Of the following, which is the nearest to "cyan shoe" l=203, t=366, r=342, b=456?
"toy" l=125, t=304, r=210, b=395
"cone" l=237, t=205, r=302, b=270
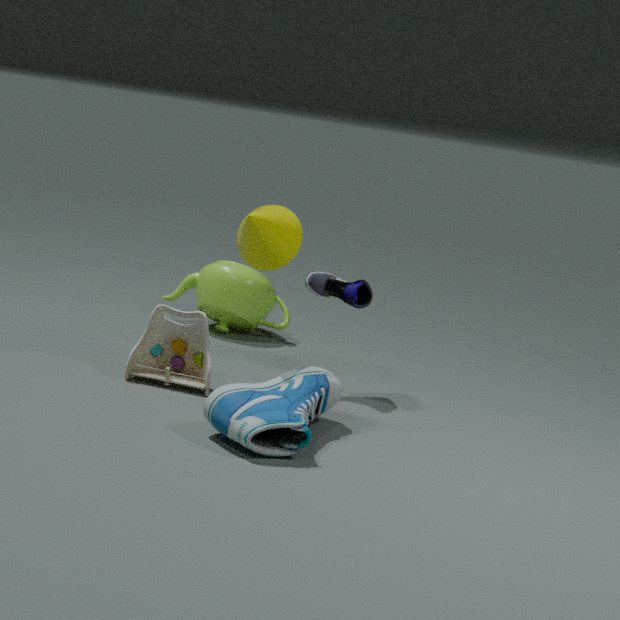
"toy" l=125, t=304, r=210, b=395
